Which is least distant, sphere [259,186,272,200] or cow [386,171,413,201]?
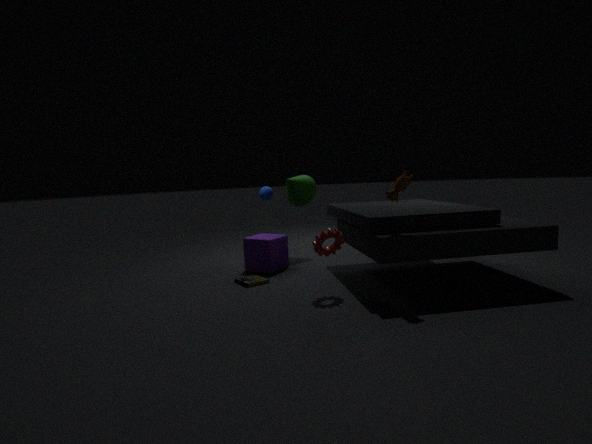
cow [386,171,413,201]
